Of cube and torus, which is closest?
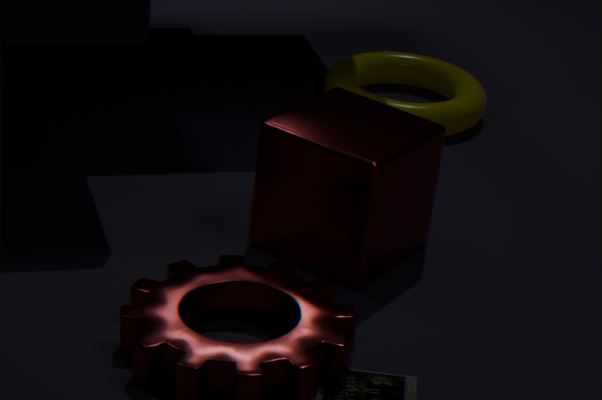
cube
